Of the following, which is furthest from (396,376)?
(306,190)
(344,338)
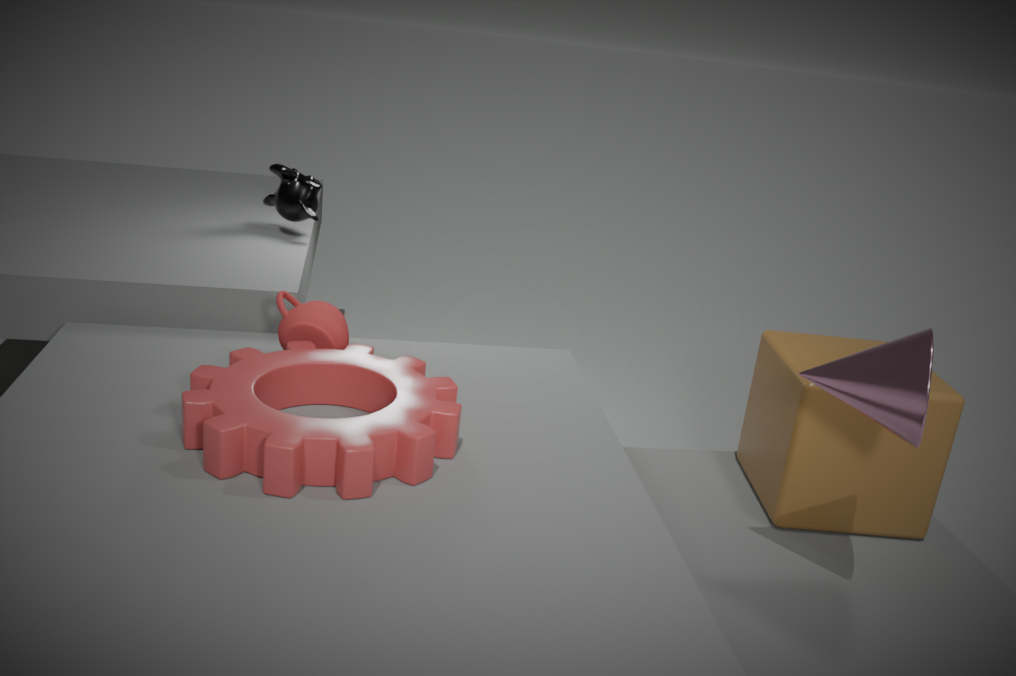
(306,190)
